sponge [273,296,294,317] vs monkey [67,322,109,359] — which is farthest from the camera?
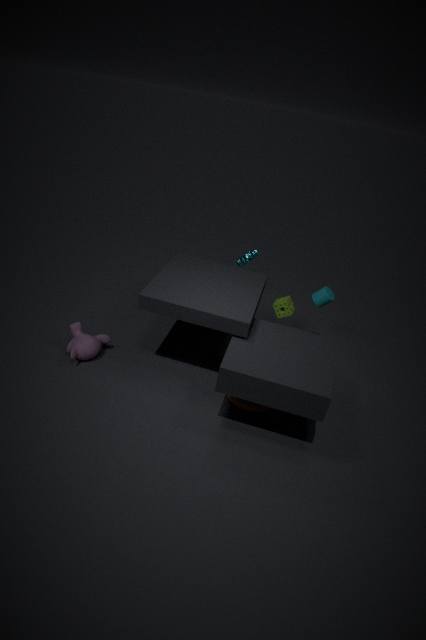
sponge [273,296,294,317]
